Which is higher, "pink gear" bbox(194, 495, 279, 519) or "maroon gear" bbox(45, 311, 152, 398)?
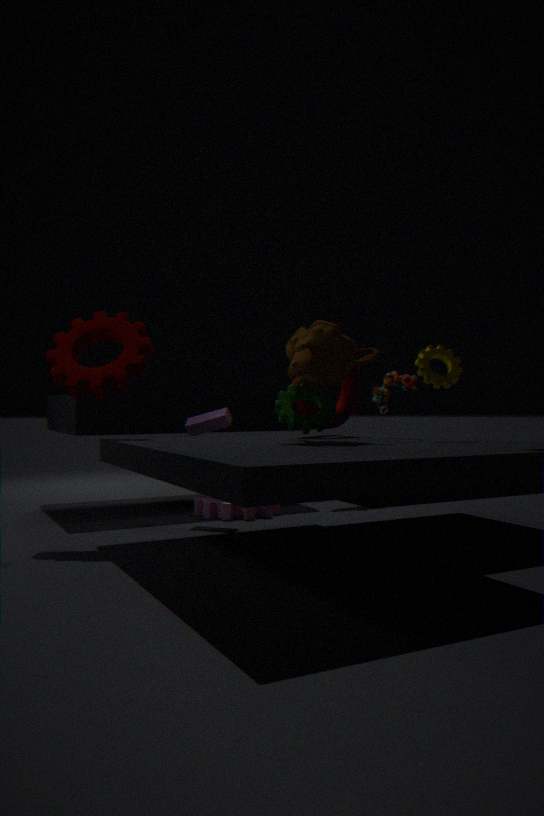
"maroon gear" bbox(45, 311, 152, 398)
